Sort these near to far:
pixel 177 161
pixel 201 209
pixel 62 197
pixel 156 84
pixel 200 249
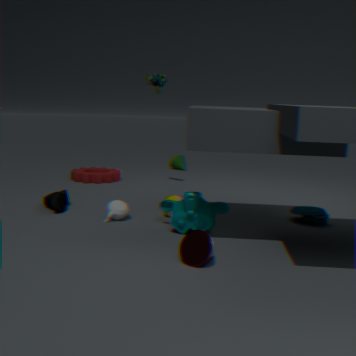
1. pixel 200 249
2. pixel 201 209
3. pixel 62 197
4. pixel 156 84
5. pixel 177 161
